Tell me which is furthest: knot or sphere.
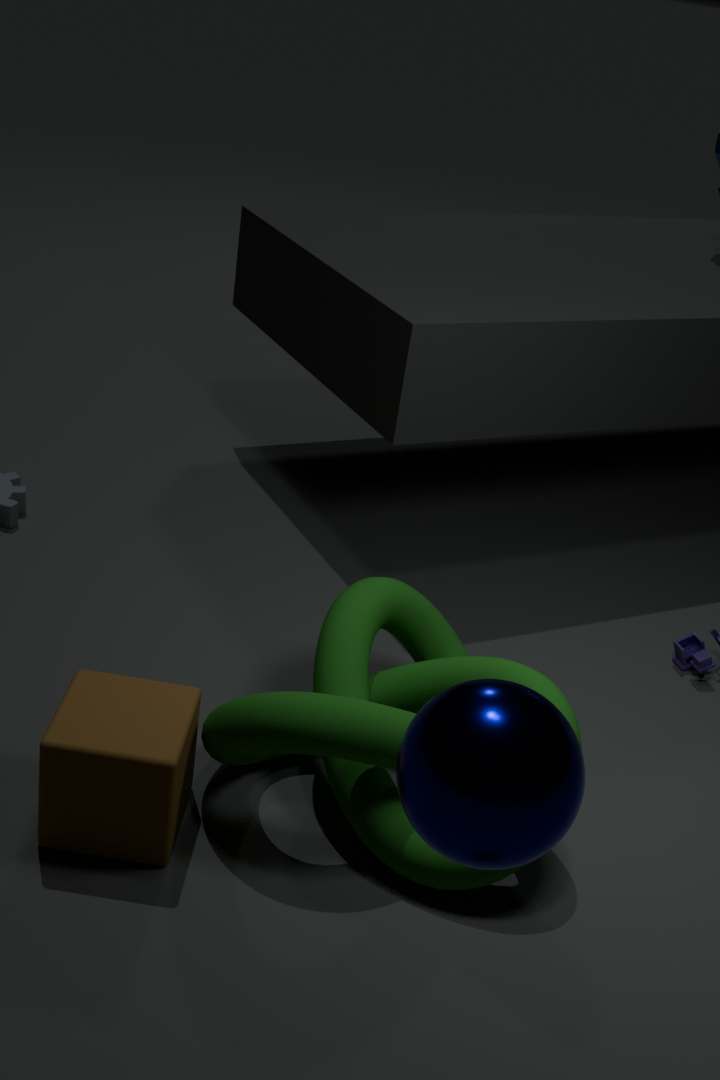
knot
